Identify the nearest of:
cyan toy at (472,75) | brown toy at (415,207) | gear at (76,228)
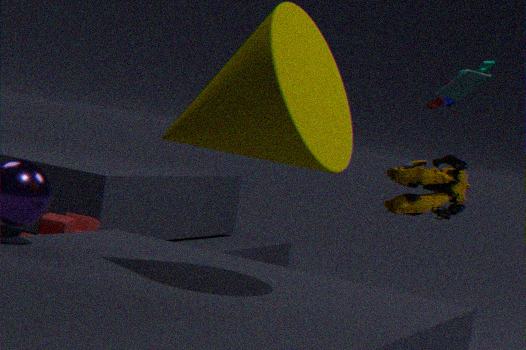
gear at (76,228)
